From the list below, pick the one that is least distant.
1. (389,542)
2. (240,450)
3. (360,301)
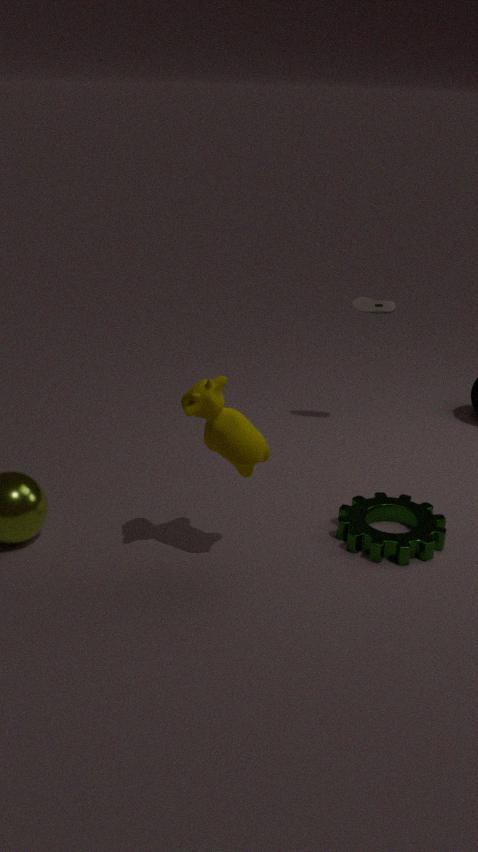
(240,450)
